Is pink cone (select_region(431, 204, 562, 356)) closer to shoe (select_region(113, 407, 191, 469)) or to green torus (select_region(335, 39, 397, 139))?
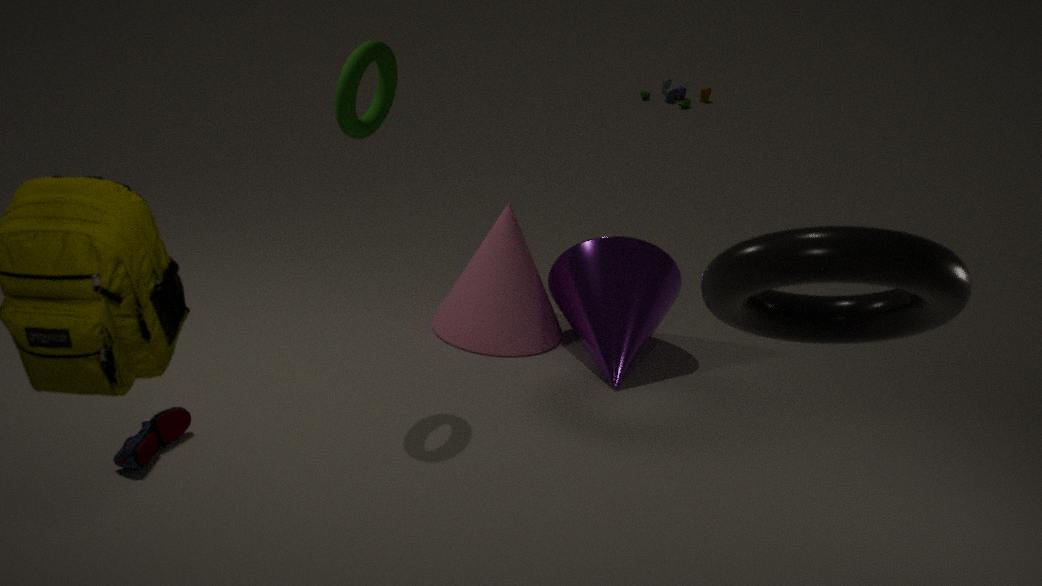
green torus (select_region(335, 39, 397, 139))
